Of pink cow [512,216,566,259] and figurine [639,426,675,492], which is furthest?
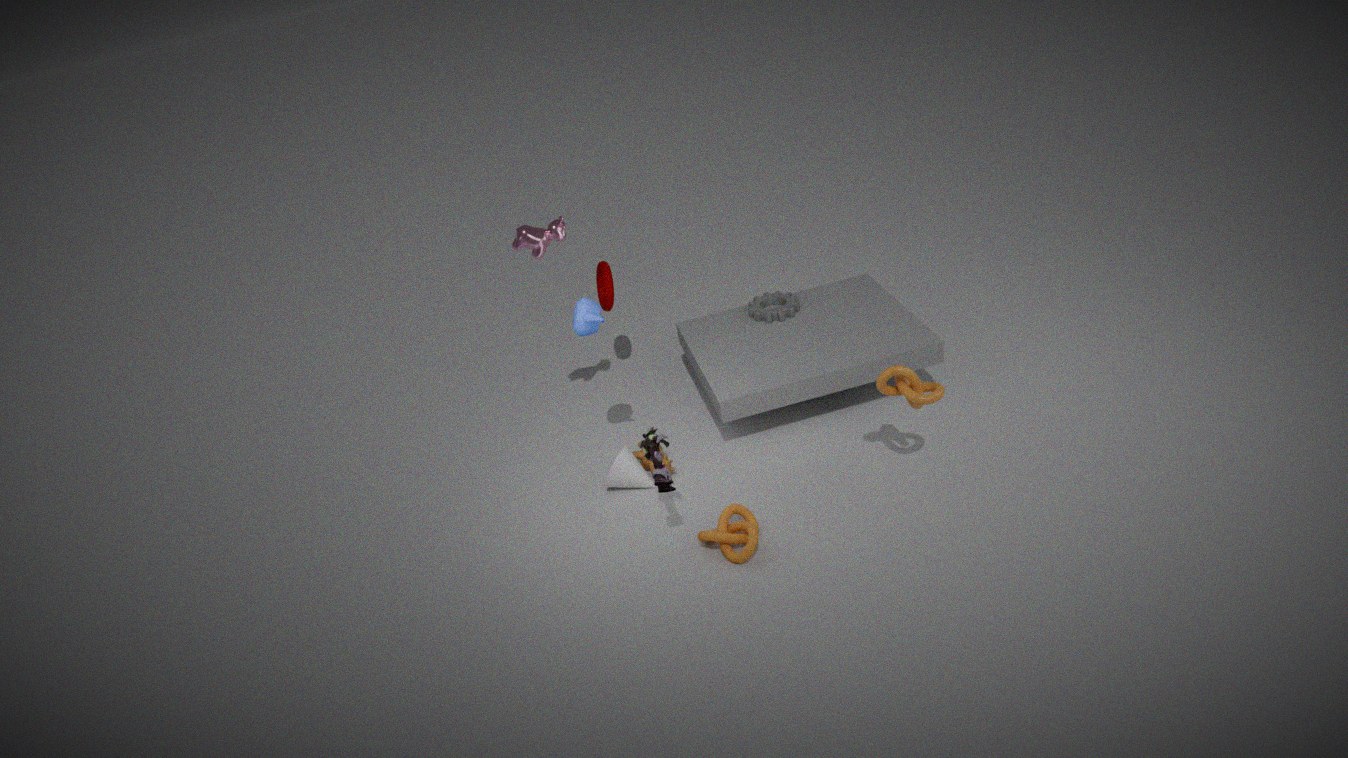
pink cow [512,216,566,259]
